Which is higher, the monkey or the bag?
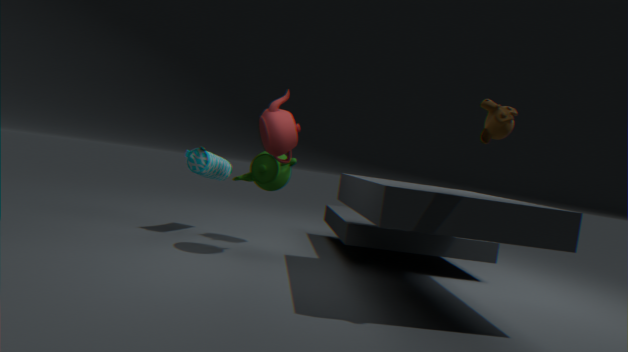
the monkey
